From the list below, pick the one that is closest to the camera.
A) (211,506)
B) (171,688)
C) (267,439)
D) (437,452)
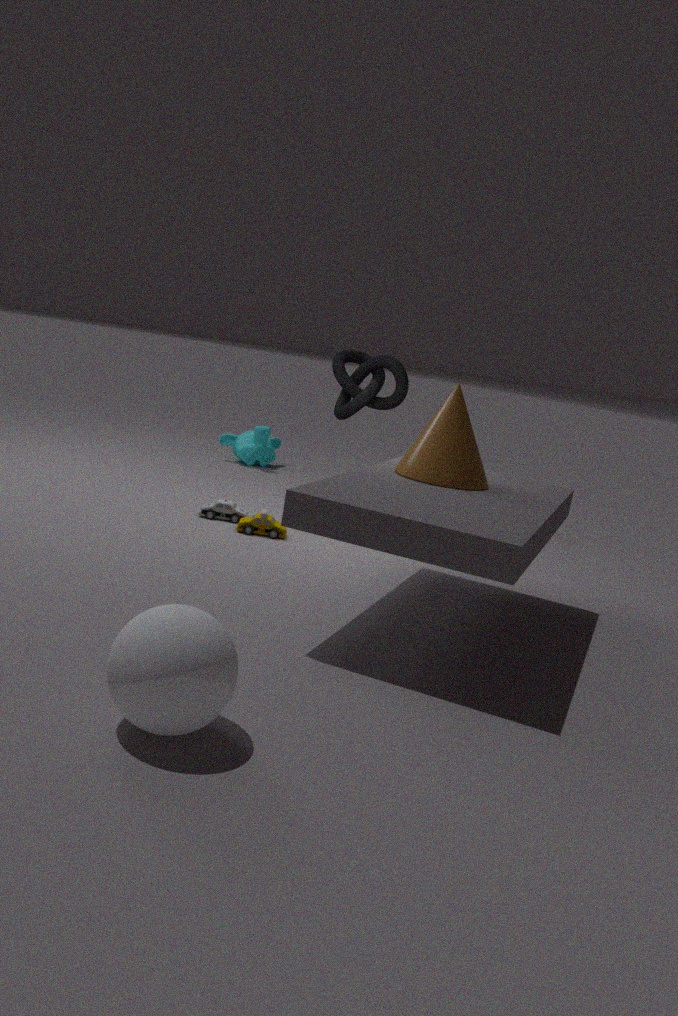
(171,688)
